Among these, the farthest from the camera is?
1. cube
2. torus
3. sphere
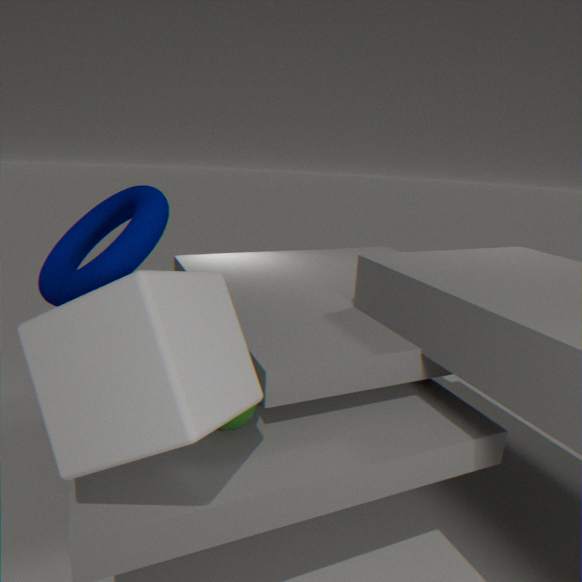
torus
